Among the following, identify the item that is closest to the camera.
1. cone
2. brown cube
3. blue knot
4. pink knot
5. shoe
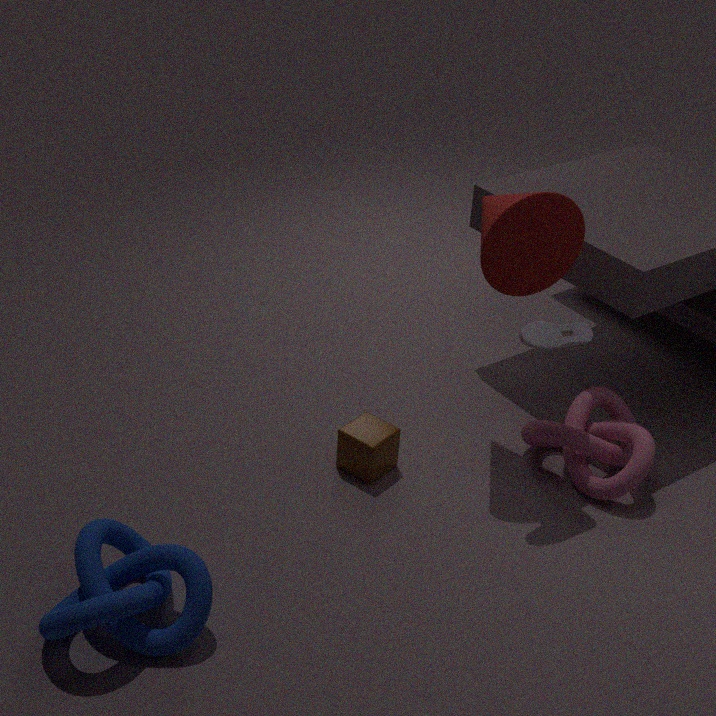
blue knot
